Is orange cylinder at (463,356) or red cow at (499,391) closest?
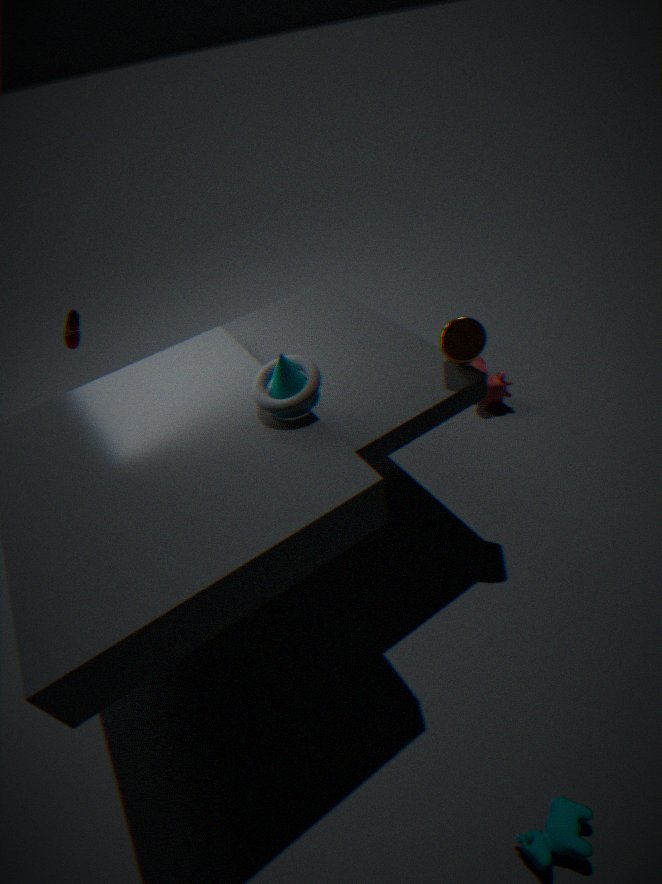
orange cylinder at (463,356)
